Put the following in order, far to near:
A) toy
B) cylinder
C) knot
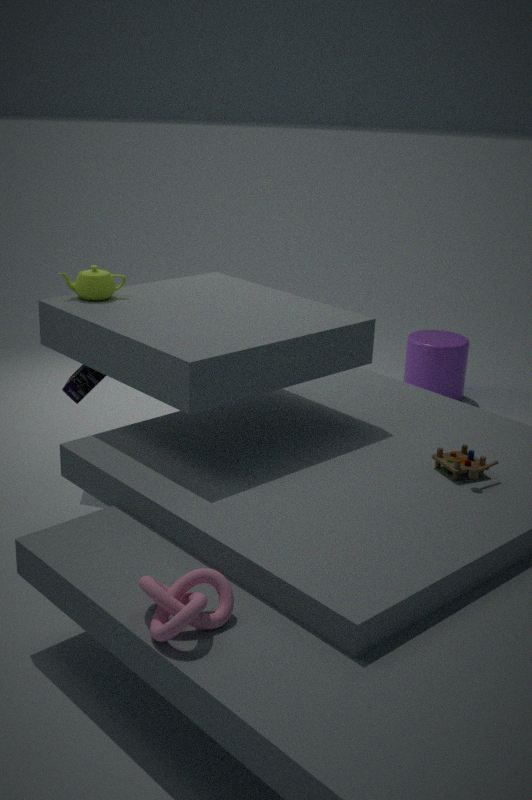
cylinder, toy, knot
